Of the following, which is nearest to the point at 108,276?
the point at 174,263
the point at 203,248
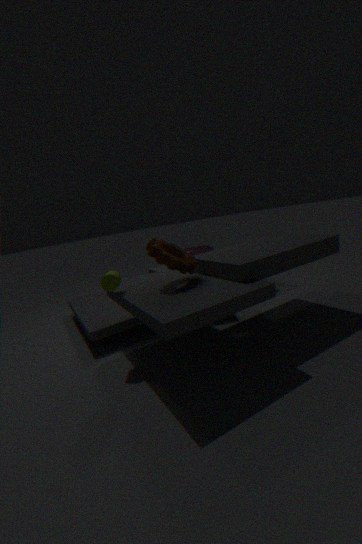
the point at 174,263
